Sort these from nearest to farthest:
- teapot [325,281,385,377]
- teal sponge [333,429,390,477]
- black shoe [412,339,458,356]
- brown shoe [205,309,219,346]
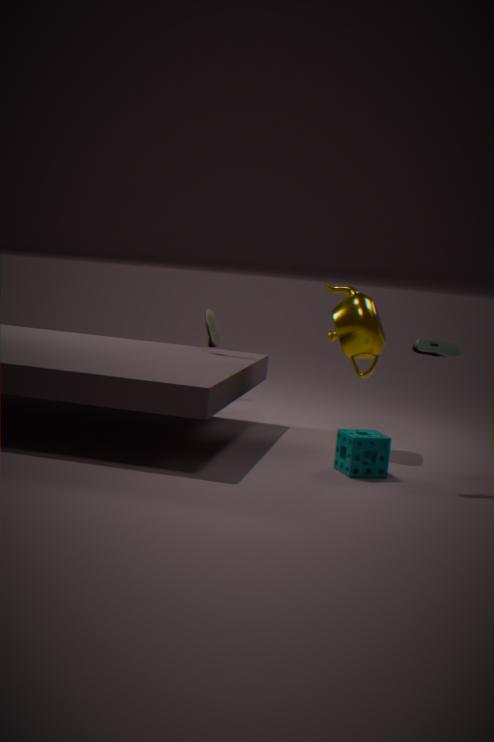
black shoe [412,339,458,356] → teal sponge [333,429,390,477] → teapot [325,281,385,377] → brown shoe [205,309,219,346]
